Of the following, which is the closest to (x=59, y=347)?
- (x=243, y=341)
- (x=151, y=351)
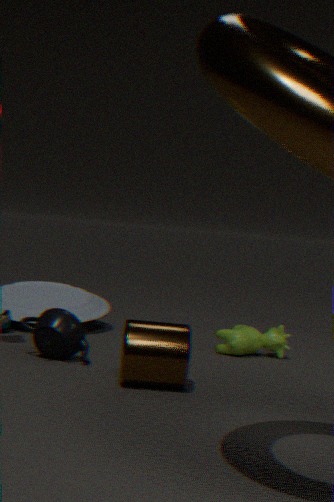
(x=151, y=351)
